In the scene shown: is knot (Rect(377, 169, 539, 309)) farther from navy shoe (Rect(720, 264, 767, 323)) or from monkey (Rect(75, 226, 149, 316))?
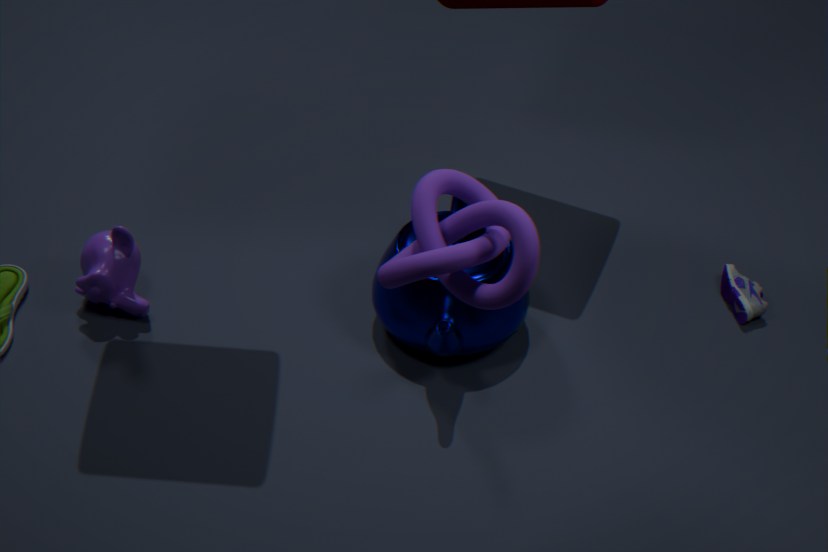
navy shoe (Rect(720, 264, 767, 323))
